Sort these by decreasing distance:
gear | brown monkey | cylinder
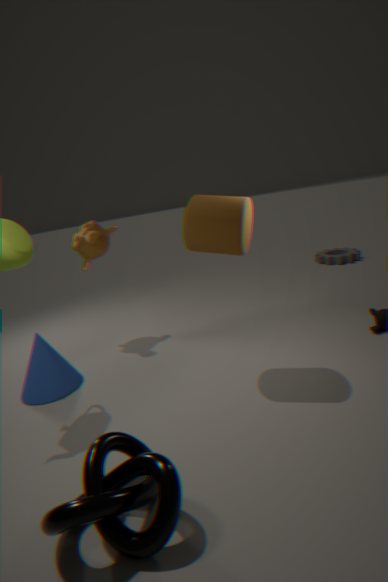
gear < brown monkey < cylinder
